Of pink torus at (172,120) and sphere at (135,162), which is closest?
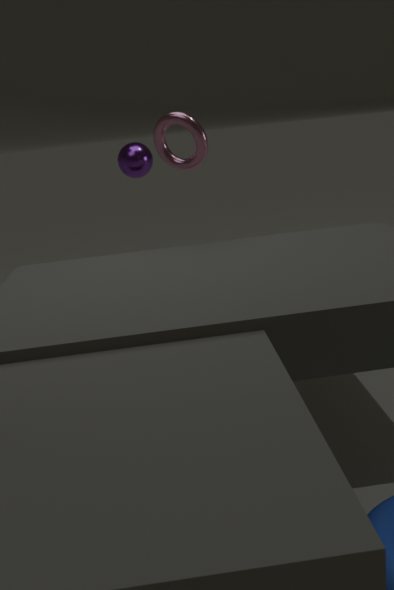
pink torus at (172,120)
